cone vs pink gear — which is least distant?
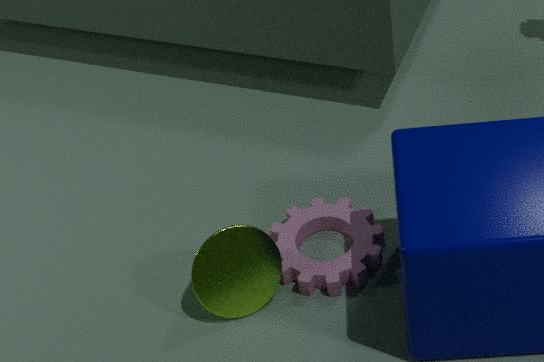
cone
